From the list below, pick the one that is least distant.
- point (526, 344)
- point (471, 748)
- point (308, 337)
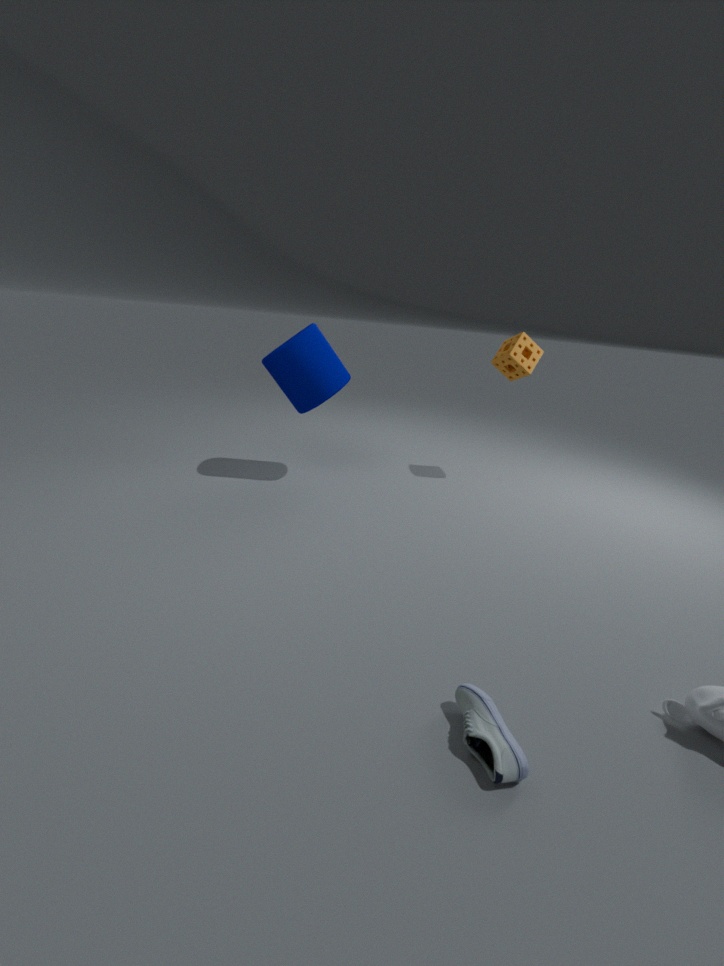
point (471, 748)
